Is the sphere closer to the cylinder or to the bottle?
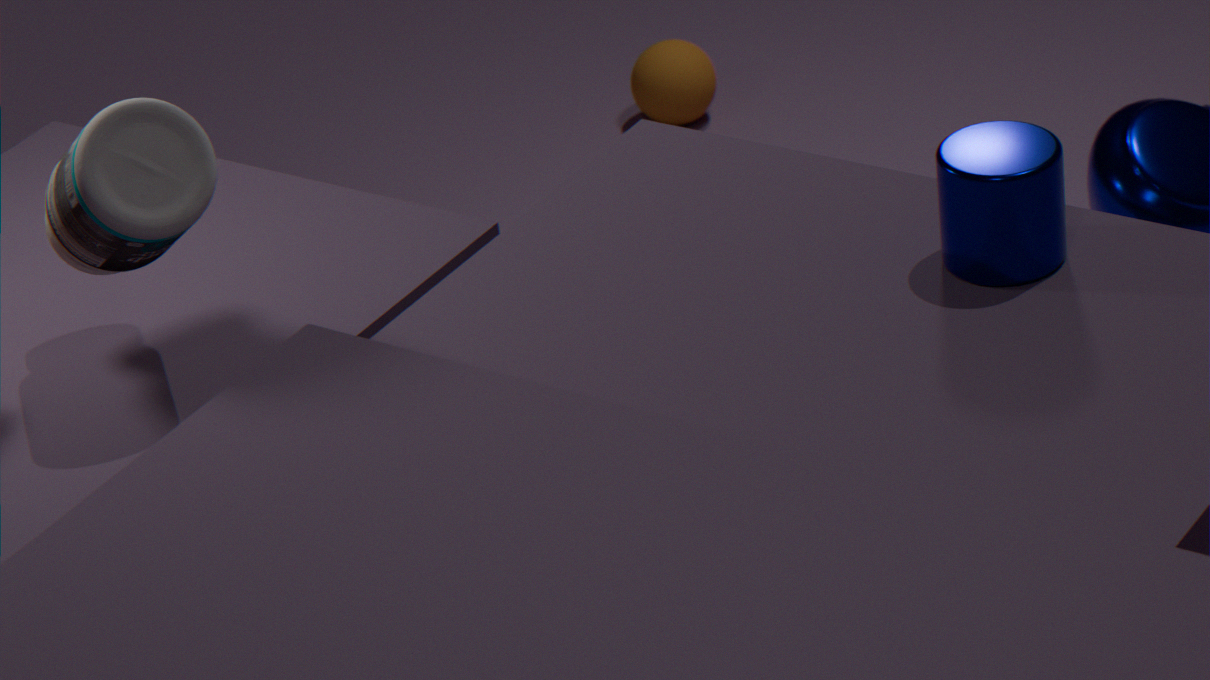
the cylinder
